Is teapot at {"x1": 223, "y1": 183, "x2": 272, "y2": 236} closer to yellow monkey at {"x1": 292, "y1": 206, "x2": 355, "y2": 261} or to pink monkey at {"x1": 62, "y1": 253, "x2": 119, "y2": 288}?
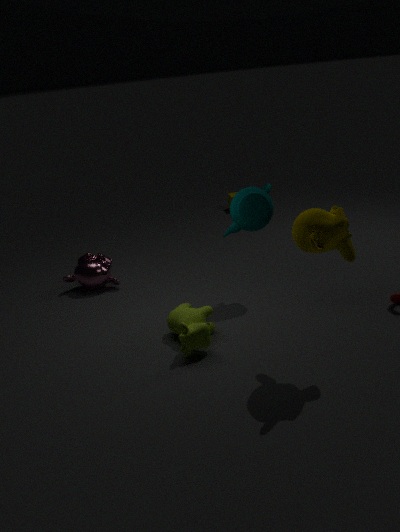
yellow monkey at {"x1": 292, "y1": 206, "x2": 355, "y2": 261}
